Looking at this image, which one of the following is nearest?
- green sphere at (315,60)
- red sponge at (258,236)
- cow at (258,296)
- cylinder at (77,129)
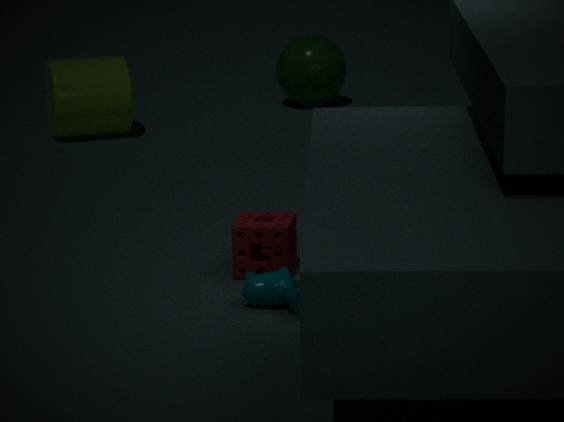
cow at (258,296)
